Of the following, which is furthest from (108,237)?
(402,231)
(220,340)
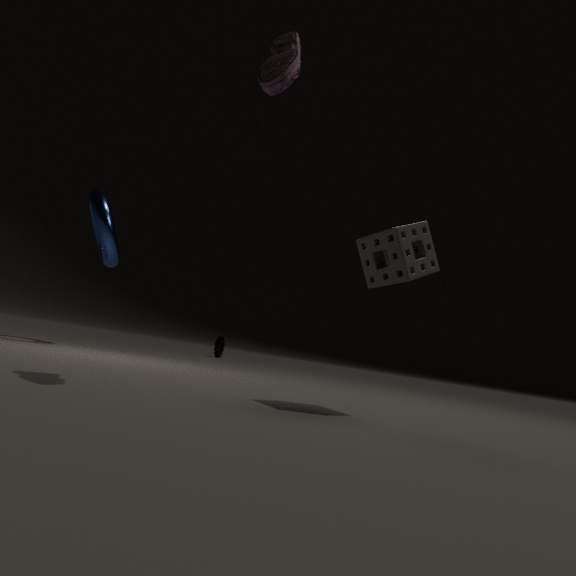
(220,340)
